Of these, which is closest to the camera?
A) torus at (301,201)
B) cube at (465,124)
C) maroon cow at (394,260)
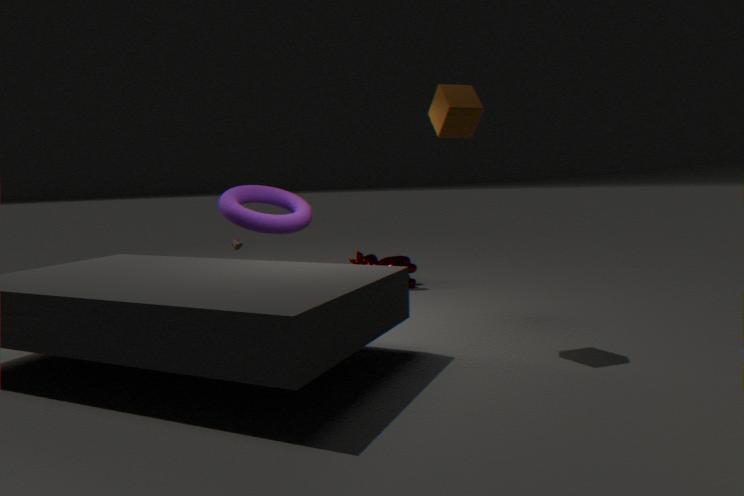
cube at (465,124)
